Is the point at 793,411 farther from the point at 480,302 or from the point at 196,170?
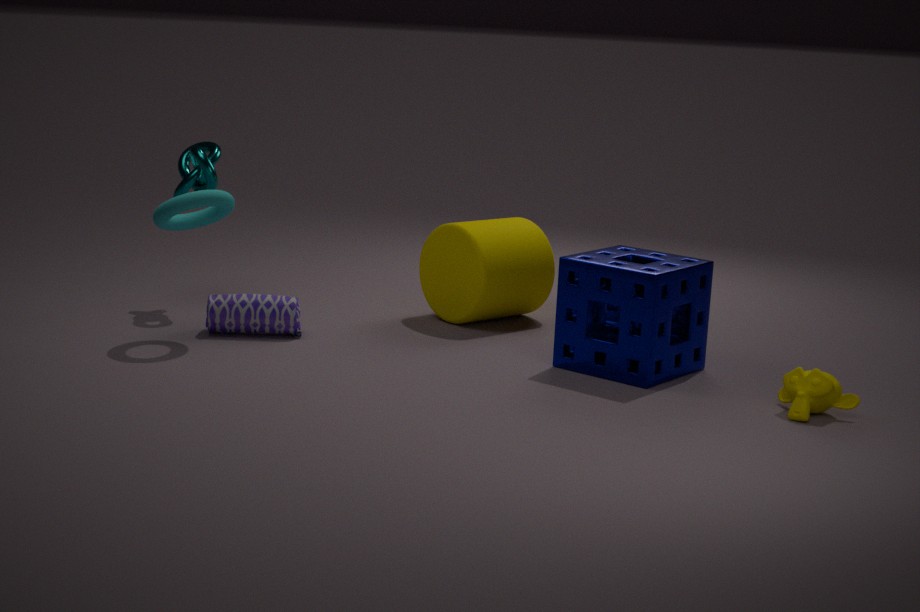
the point at 196,170
